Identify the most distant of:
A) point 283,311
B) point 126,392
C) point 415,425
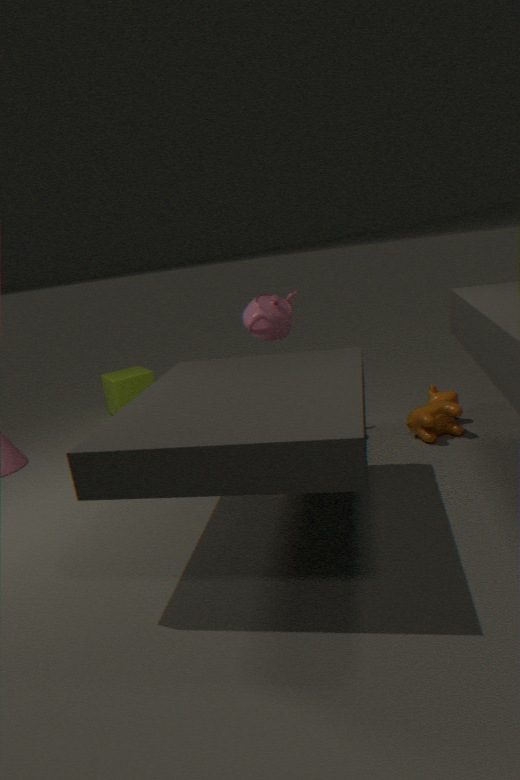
point 126,392
